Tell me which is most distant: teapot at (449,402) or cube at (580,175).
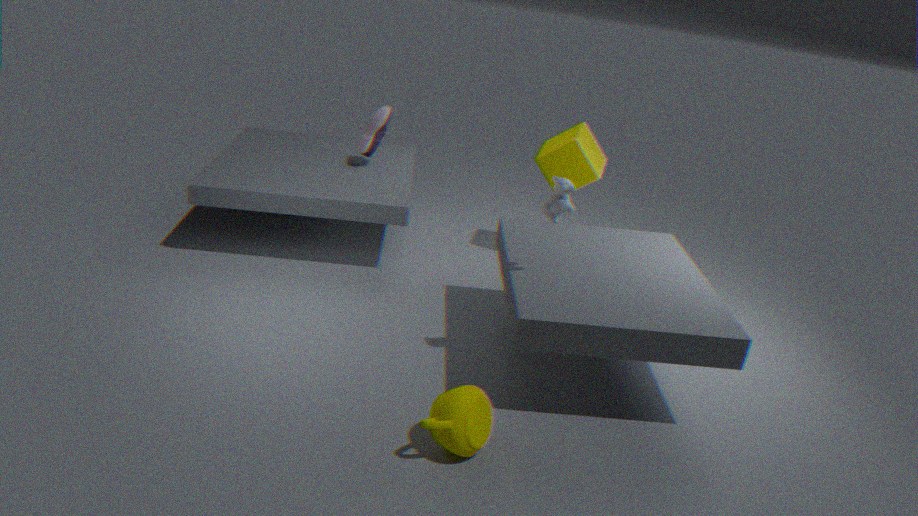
cube at (580,175)
